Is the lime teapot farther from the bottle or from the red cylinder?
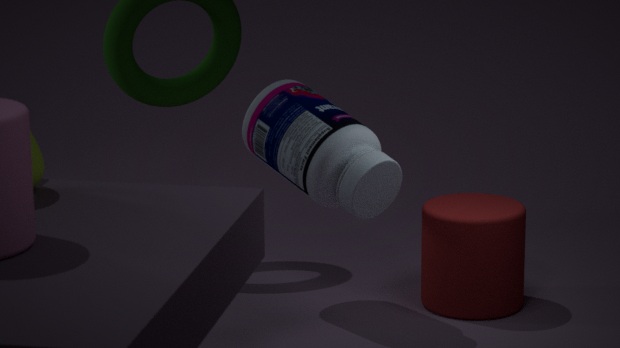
the red cylinder
